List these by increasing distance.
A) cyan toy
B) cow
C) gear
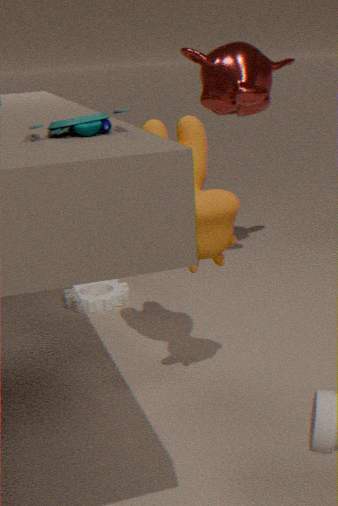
cyan toy
cow
gear
